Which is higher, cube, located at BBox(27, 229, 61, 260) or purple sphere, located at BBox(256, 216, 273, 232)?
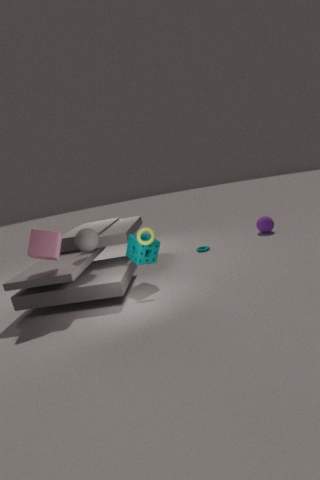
cube, located at BBox(27, 229, 61, 260)
